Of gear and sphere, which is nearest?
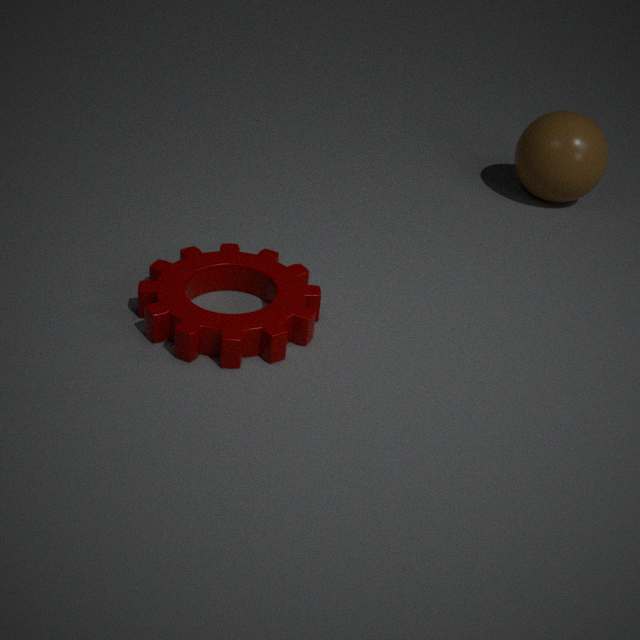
gear
